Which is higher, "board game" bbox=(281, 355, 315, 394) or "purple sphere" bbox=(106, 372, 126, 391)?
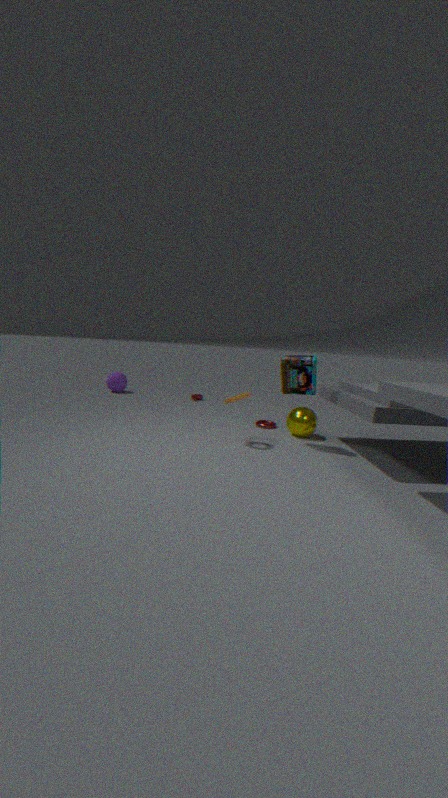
"board game" bbox=(281, 355, 315, 394)
